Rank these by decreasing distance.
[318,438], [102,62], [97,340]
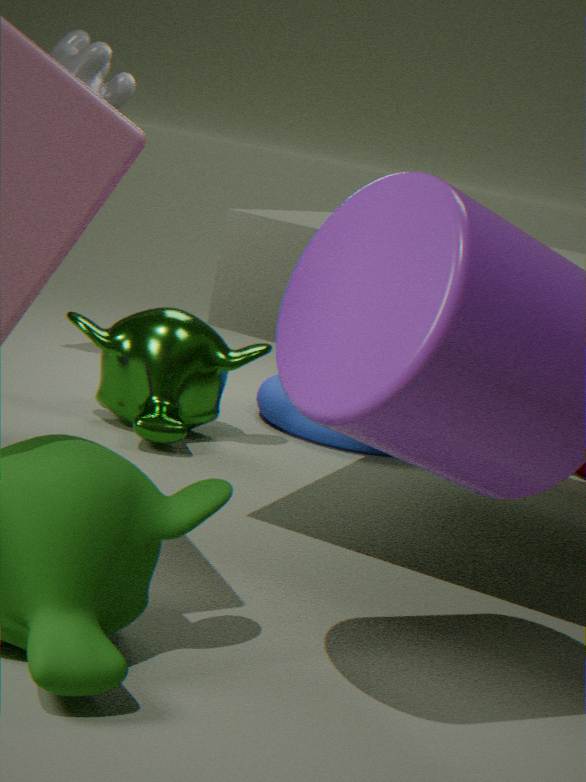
[102,62]
[318,438]
[97,340]
